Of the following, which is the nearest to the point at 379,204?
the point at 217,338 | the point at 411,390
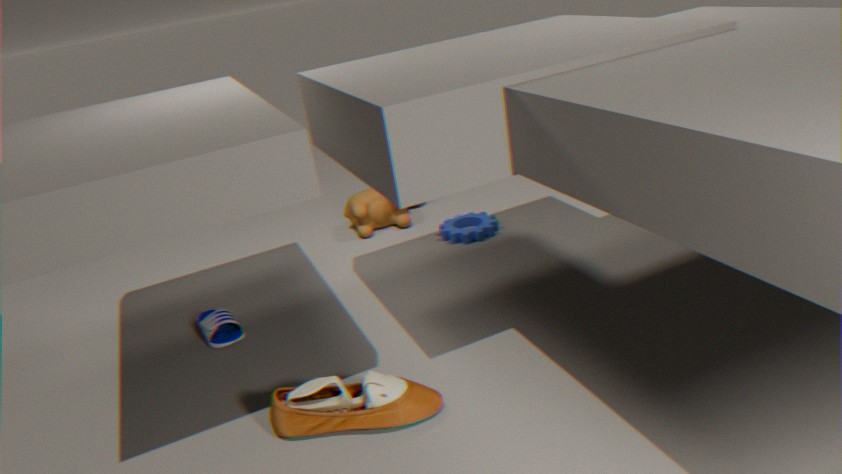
A: the point at 217,338
